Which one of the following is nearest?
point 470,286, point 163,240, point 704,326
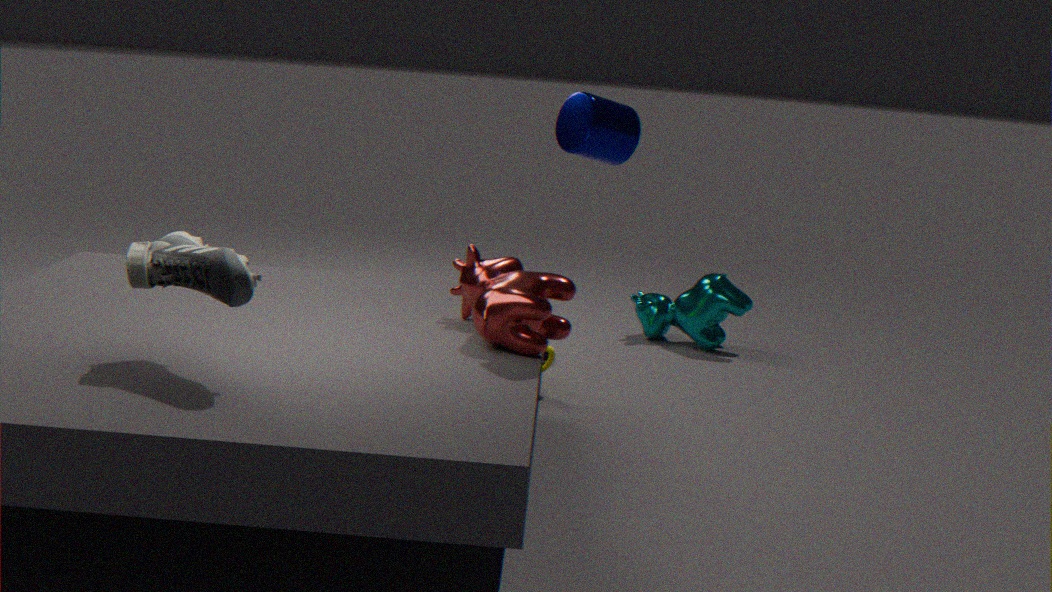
point 163,240
